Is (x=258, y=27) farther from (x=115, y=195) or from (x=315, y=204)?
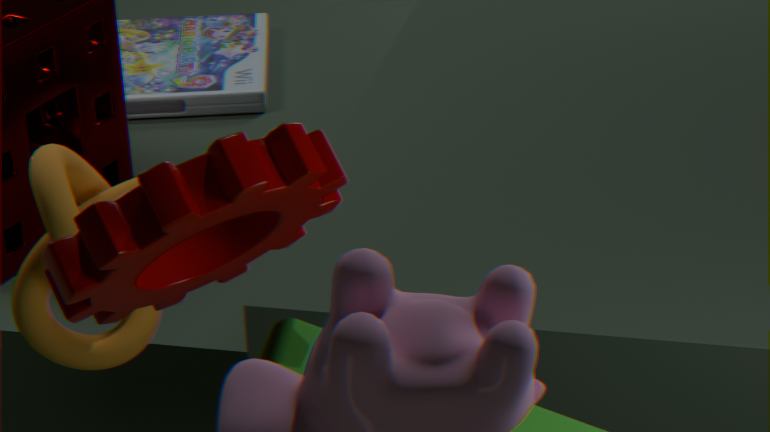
(x=315, y=204)
